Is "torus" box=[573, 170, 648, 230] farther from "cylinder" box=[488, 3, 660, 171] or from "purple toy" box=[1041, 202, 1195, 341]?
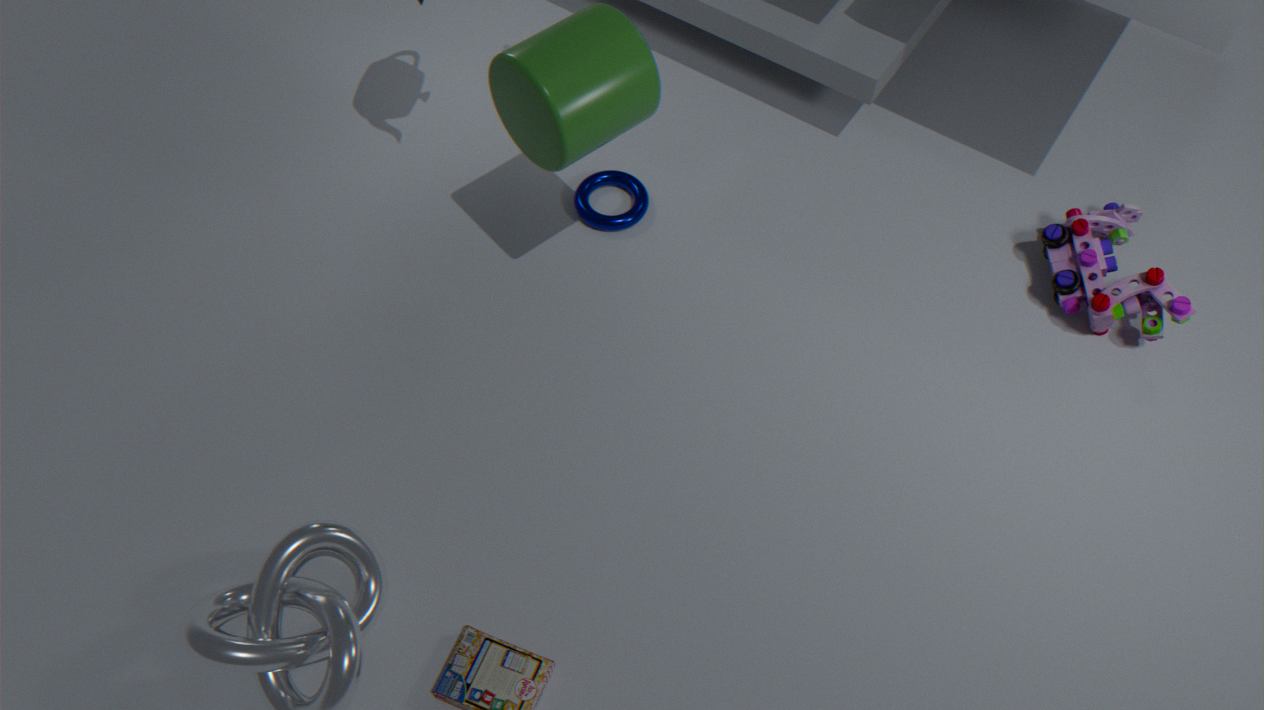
"purple toy" box=[1041, 202, 1195, 341]
